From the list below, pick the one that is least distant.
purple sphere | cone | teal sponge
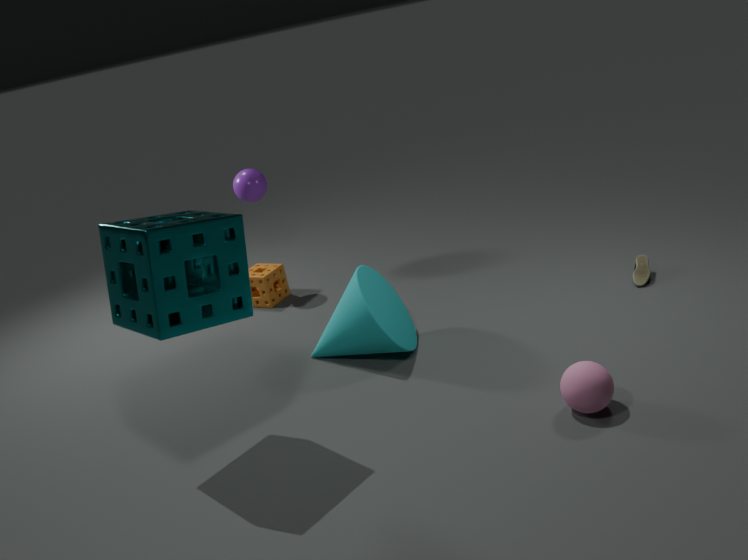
teal sponge
